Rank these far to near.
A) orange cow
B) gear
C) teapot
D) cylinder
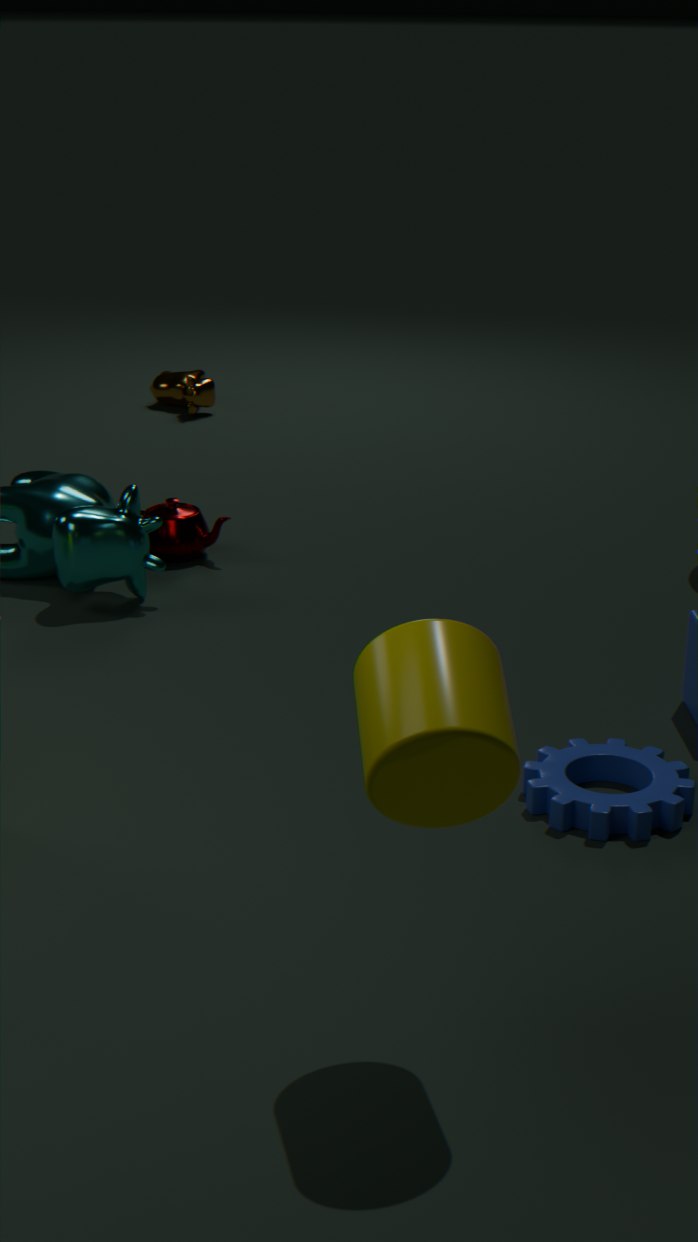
orange cow → teapot → gear → cylinder
